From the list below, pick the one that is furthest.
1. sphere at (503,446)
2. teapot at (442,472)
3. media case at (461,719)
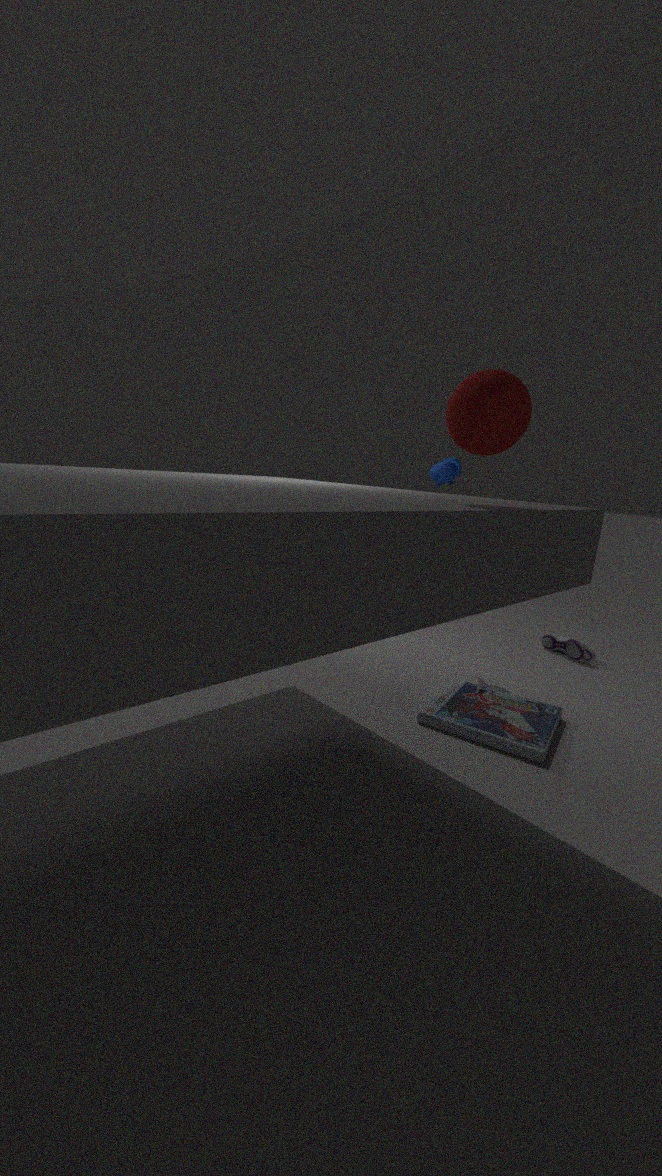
teapot at (442,472)
